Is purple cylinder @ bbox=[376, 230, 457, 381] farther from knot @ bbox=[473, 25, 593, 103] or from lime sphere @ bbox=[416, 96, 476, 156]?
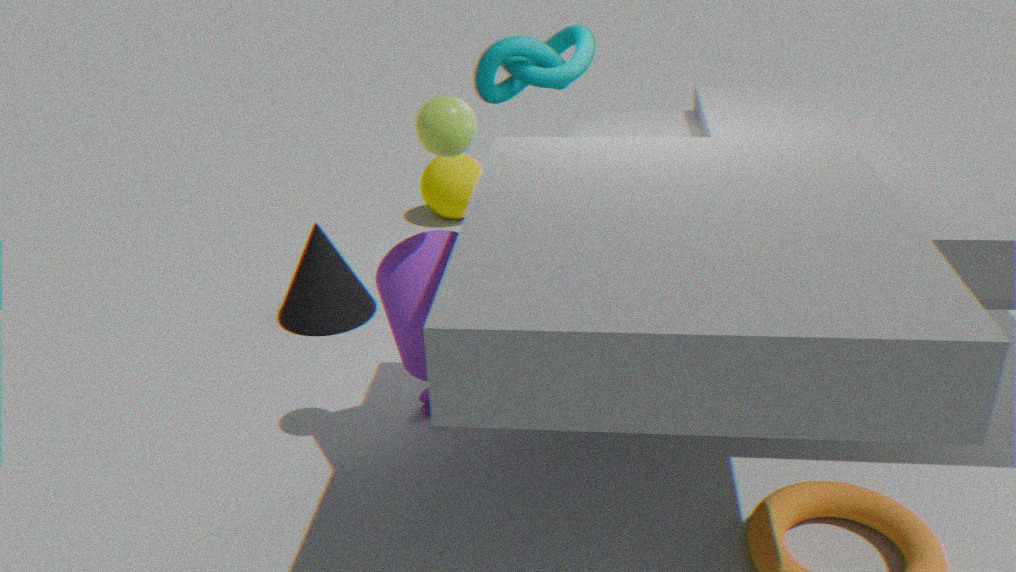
knot @ bbox=[473, 25, 593, 103]
